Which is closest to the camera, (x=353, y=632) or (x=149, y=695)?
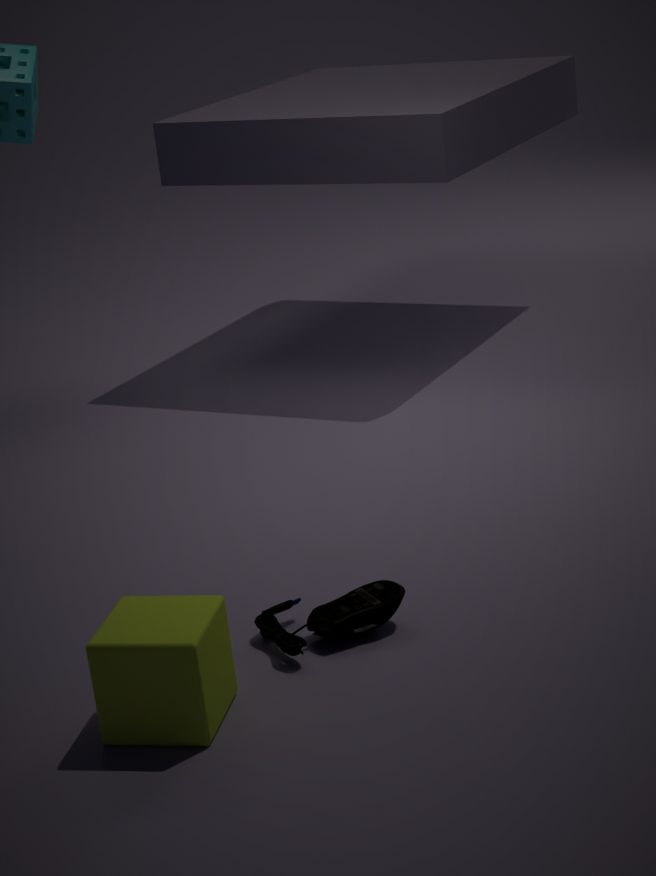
(x=149, y=695)
